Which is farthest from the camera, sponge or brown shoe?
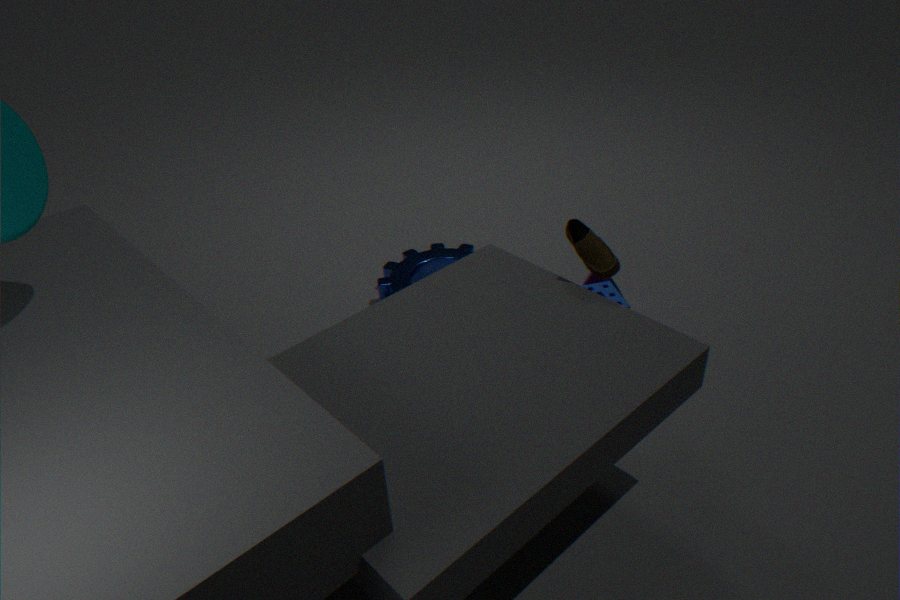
sponge
